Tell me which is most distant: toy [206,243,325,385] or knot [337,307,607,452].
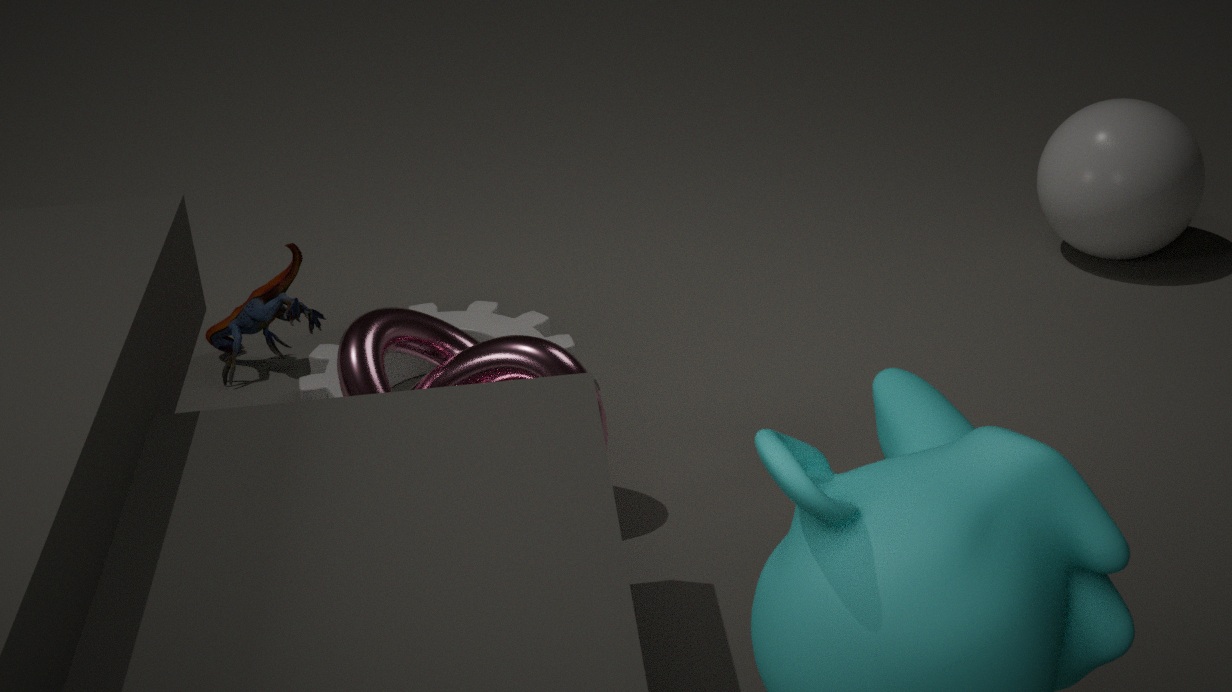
toy [206,243,325,385]
